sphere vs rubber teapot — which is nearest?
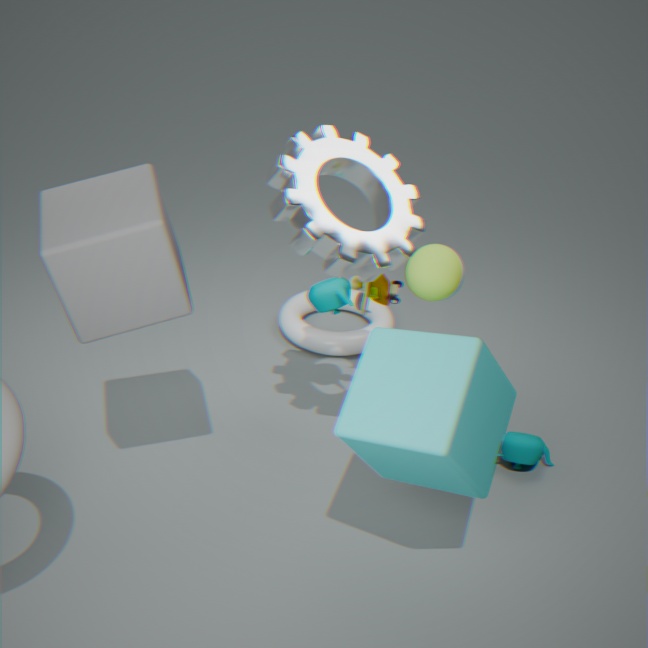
sphere
